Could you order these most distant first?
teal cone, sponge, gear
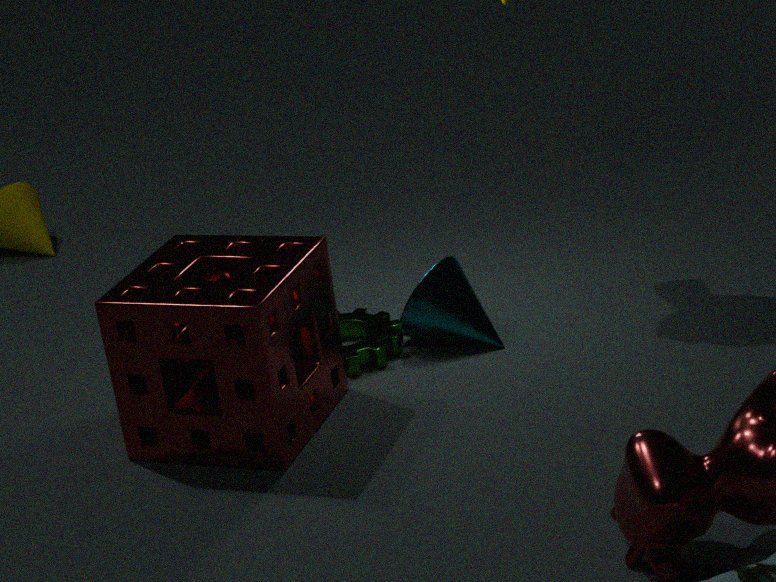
1. teal cone
2. gear
3. sponge
